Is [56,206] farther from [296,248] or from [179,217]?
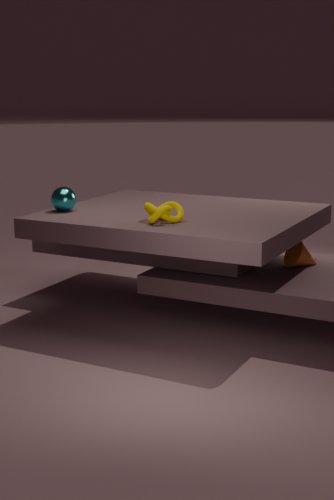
[296,248]
